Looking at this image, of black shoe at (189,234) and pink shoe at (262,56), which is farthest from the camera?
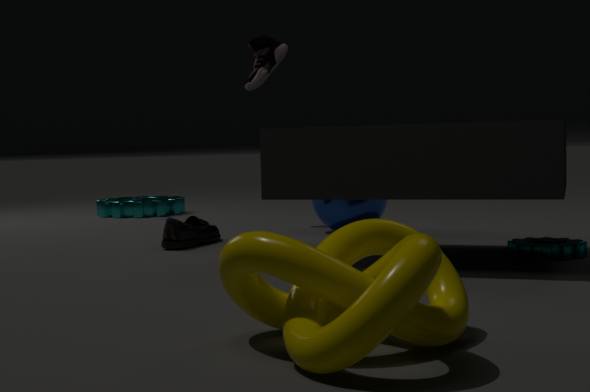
pink shoe at (262,56)
